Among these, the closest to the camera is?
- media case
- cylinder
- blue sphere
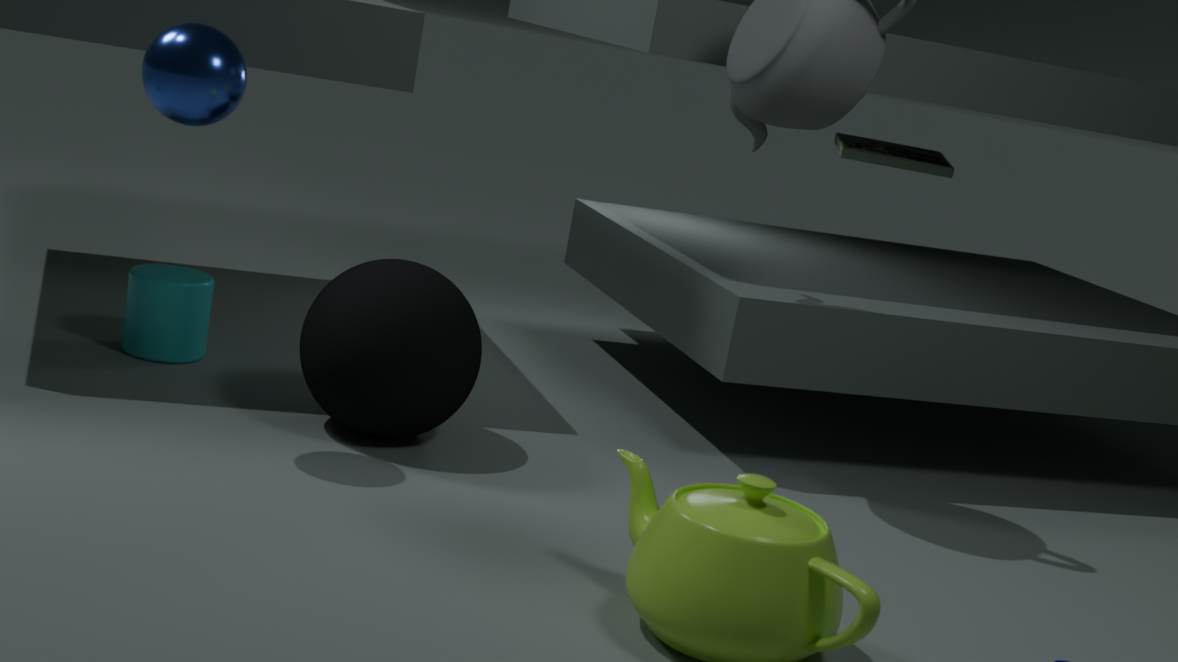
blue sphere
